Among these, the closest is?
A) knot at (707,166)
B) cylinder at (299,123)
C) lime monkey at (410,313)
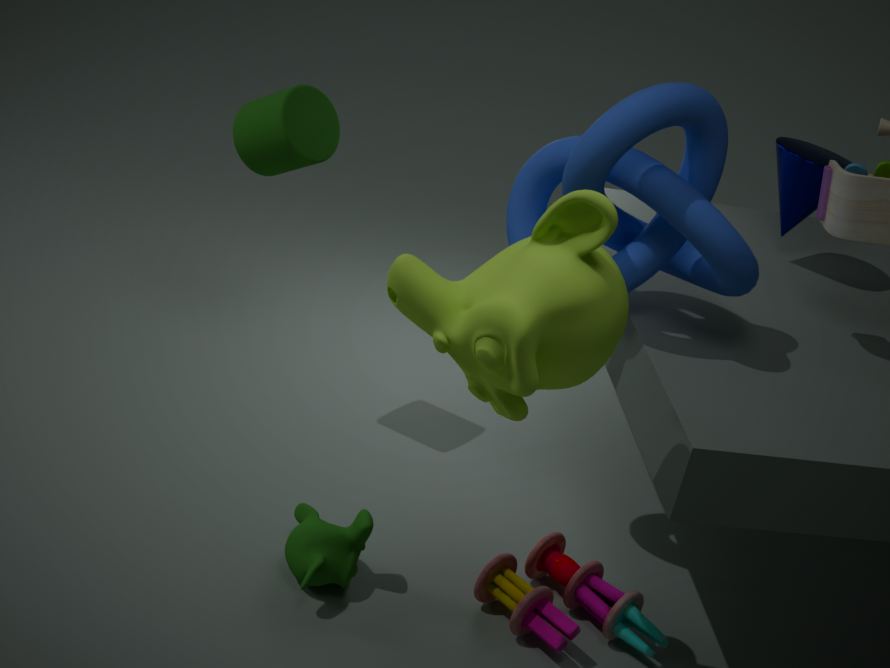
lime monkey at (410,313)
